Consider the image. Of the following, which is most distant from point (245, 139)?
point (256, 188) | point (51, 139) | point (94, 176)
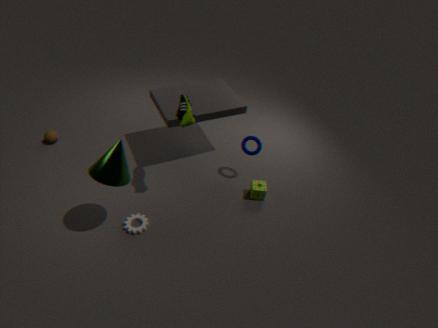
point (51, 139)
